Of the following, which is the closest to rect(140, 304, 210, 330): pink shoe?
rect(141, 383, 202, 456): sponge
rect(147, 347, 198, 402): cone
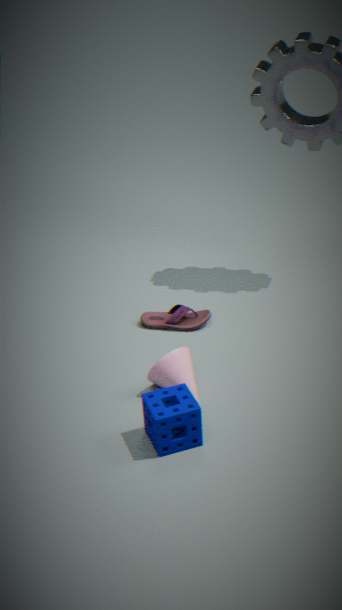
rect(147, 347, 198, 402): cone
